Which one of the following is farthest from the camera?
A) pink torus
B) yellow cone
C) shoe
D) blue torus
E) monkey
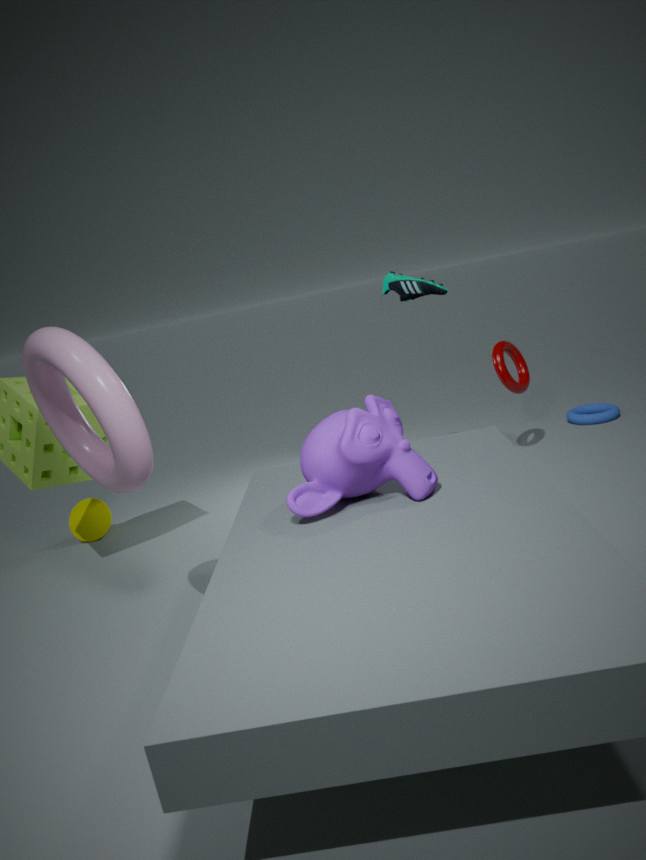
blue torus
